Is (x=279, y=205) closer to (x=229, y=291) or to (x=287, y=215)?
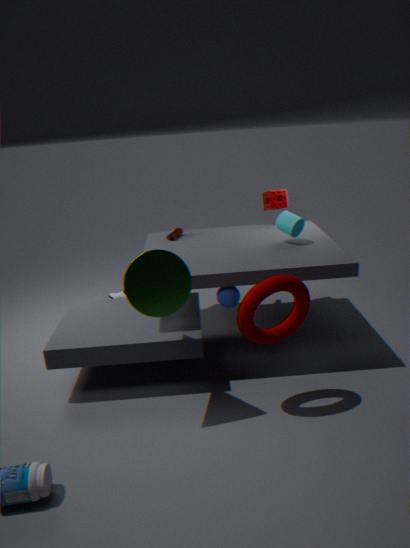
(x=287, y=215)
